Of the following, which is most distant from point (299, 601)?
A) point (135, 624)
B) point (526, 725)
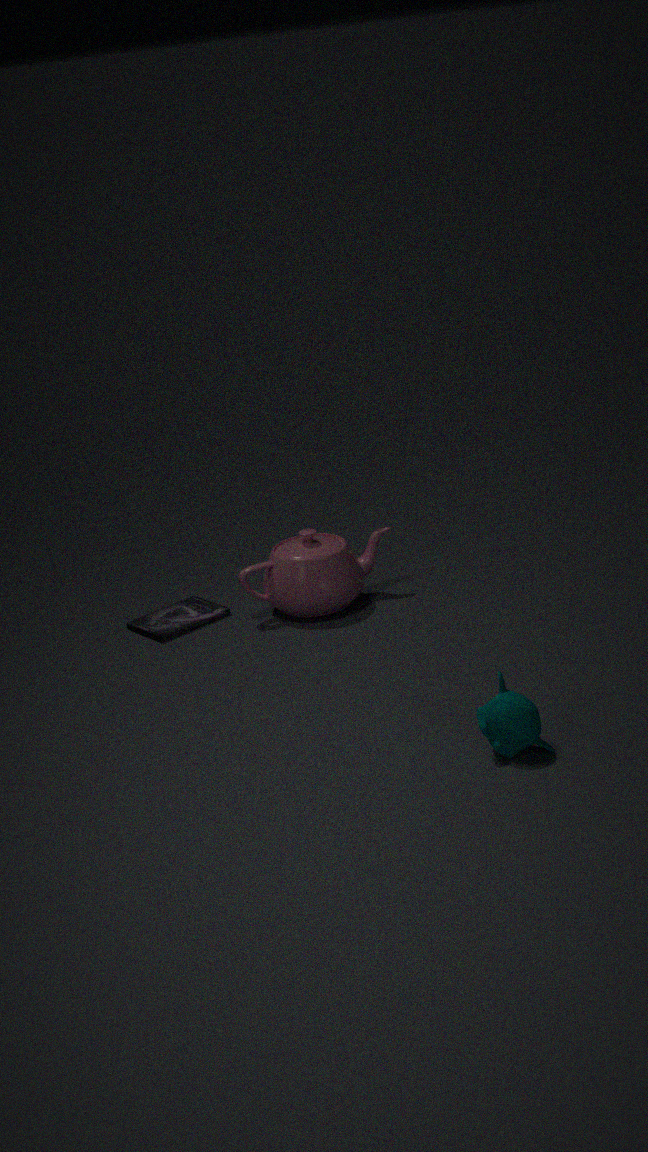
point (526, 725)
